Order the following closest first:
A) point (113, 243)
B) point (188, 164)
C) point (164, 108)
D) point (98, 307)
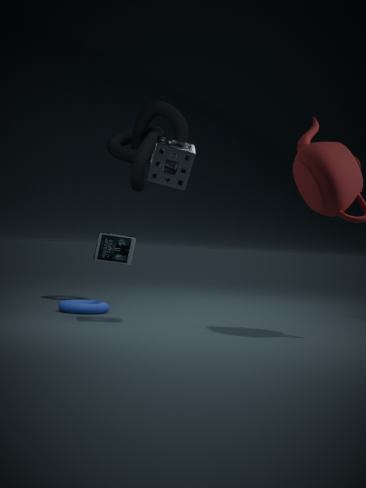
point (188, 164)
point (98, 307)
point (113, 243)
point (164, 108)
